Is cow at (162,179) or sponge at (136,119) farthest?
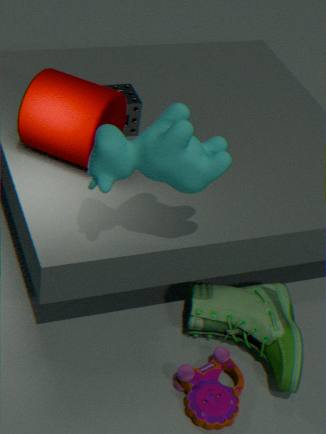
sponge at (136,119)
